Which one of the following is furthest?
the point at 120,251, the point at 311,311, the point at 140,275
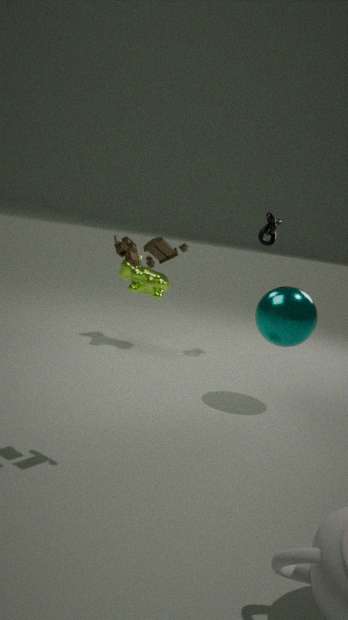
the point at 140,275
